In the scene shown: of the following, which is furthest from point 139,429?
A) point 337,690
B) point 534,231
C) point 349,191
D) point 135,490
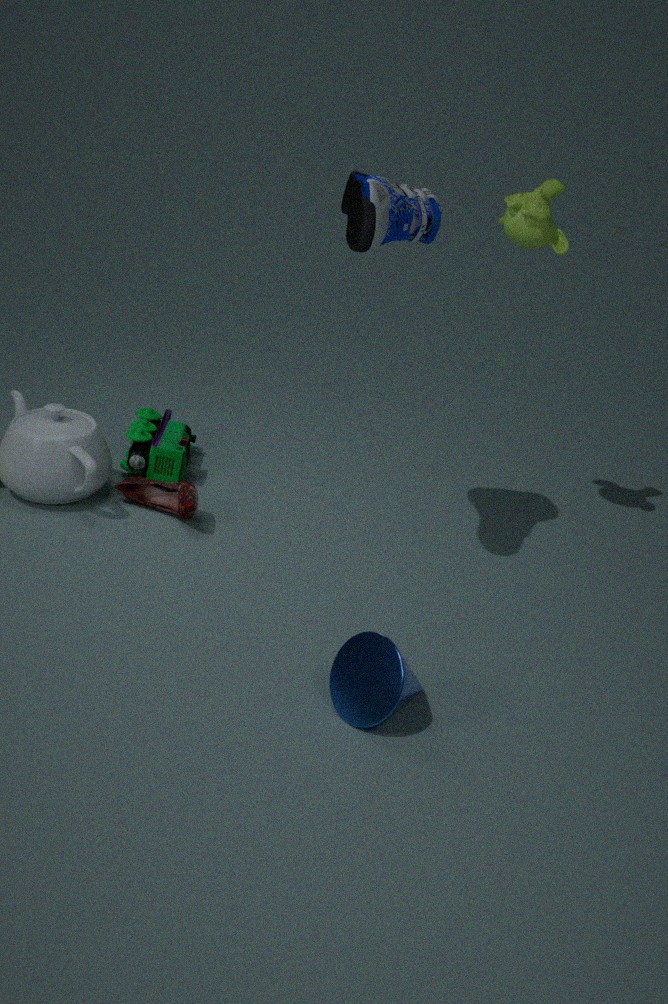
point 337,690
